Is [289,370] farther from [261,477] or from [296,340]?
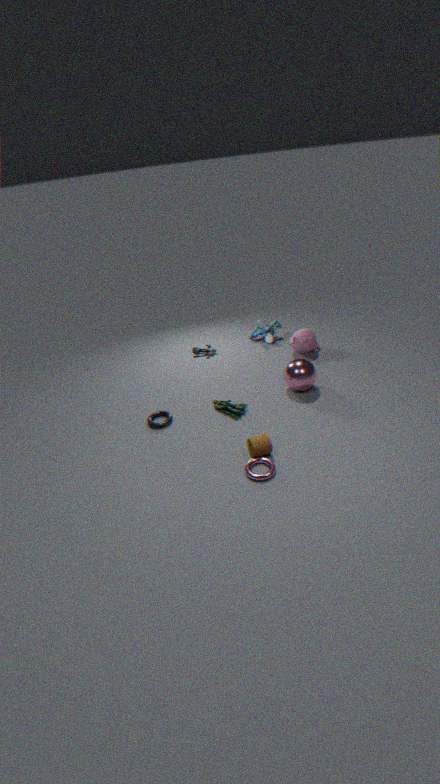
[261,477]
